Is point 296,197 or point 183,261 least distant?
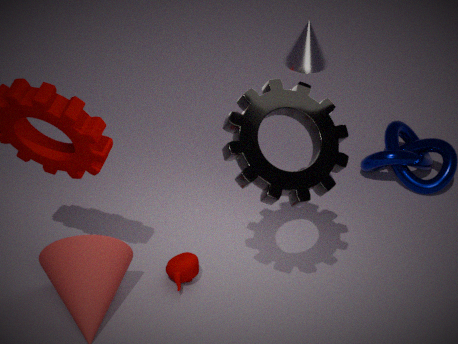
point 296,197
